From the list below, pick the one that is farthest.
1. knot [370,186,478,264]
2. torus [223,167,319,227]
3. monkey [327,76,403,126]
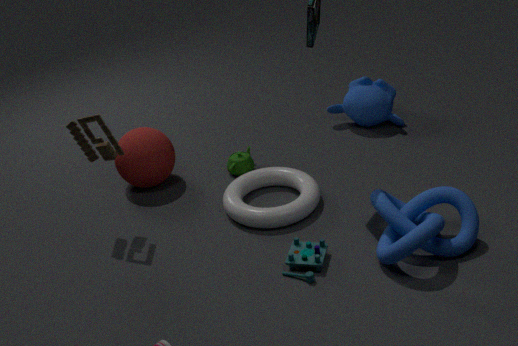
monkey [327,76,403,126]
